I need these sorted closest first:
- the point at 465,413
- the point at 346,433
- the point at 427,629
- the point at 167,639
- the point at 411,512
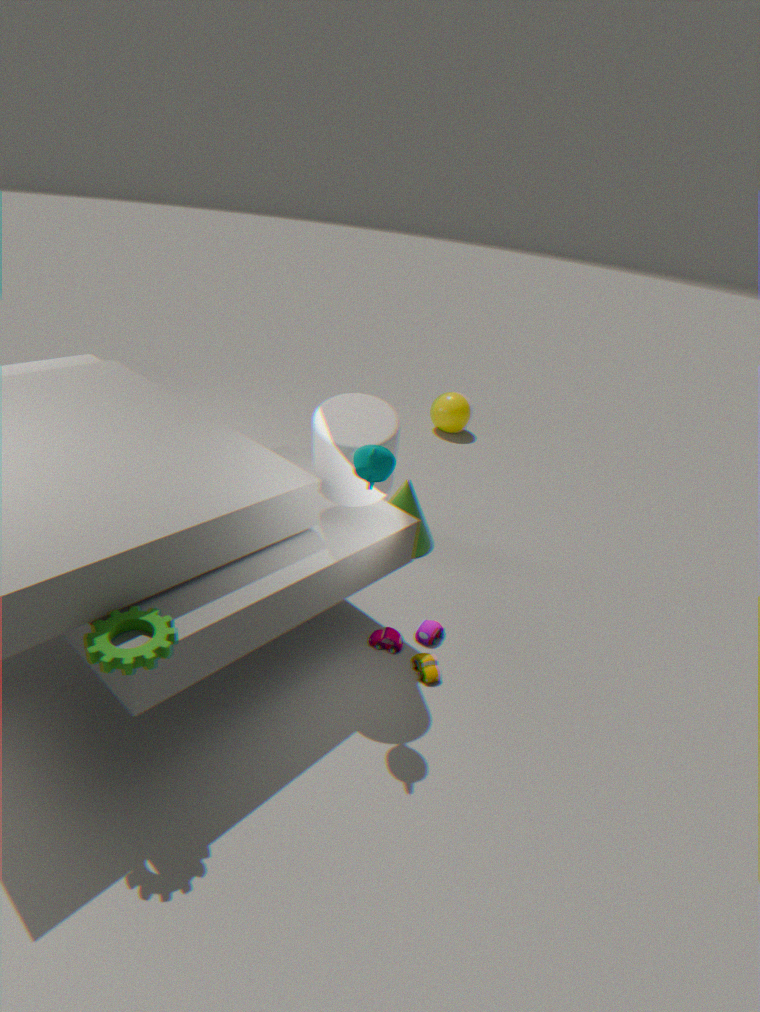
the point at 167,639
the point at 346,433
the point at 427,629
the point at 411,512
the point at 465,413
